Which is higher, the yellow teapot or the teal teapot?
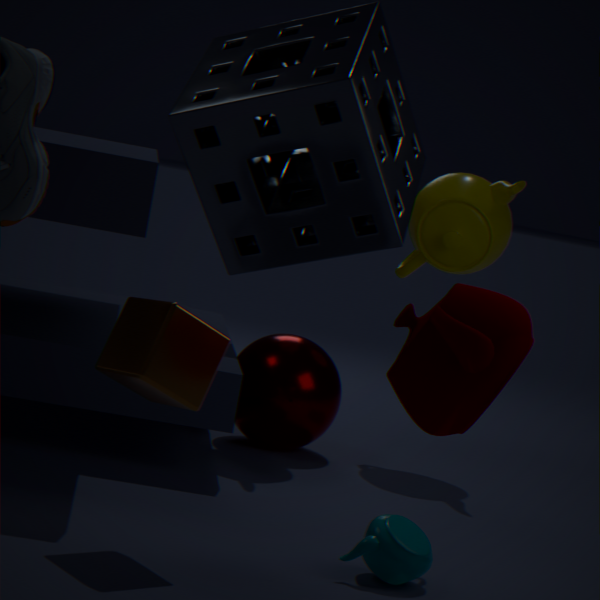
the yellow teapot
